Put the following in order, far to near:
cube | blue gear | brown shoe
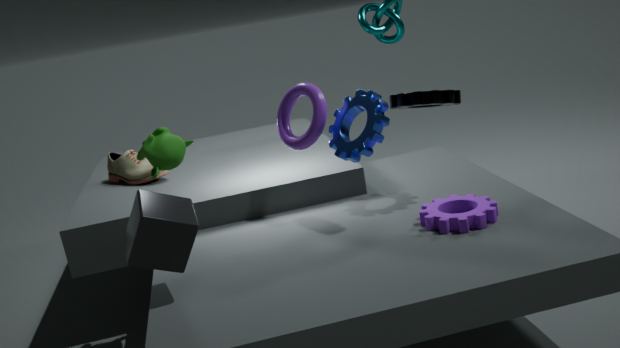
brown shoe
blue gear
cube
